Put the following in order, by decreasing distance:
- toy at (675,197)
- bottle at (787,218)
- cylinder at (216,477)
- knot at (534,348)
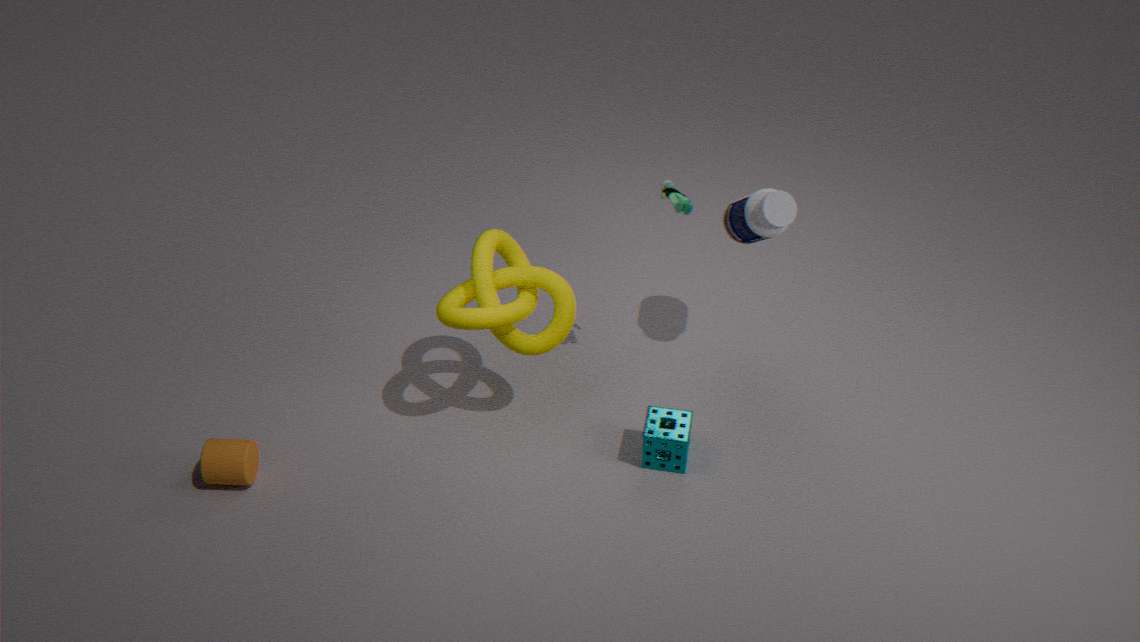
bottle at (787,218) → toy at (675,197) → cylinder at (216,477) → knot at (534,348)
